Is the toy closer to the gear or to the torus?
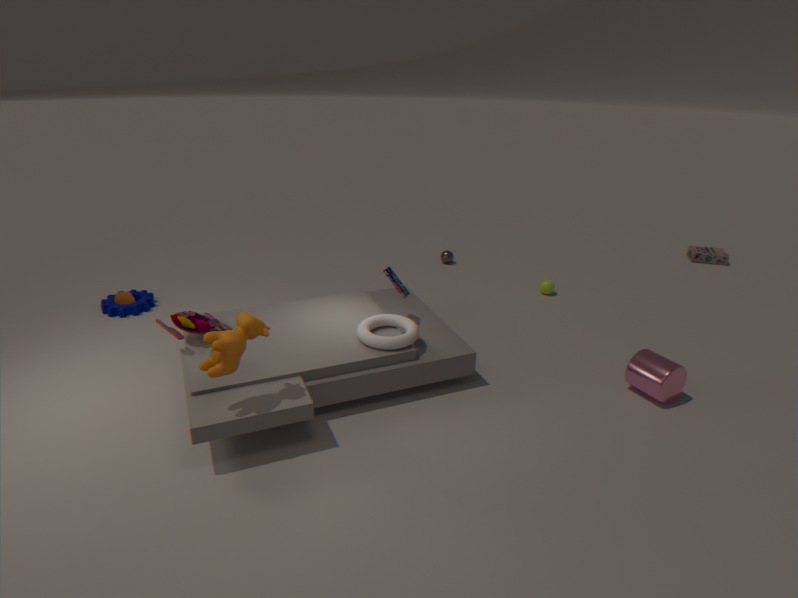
the torus
